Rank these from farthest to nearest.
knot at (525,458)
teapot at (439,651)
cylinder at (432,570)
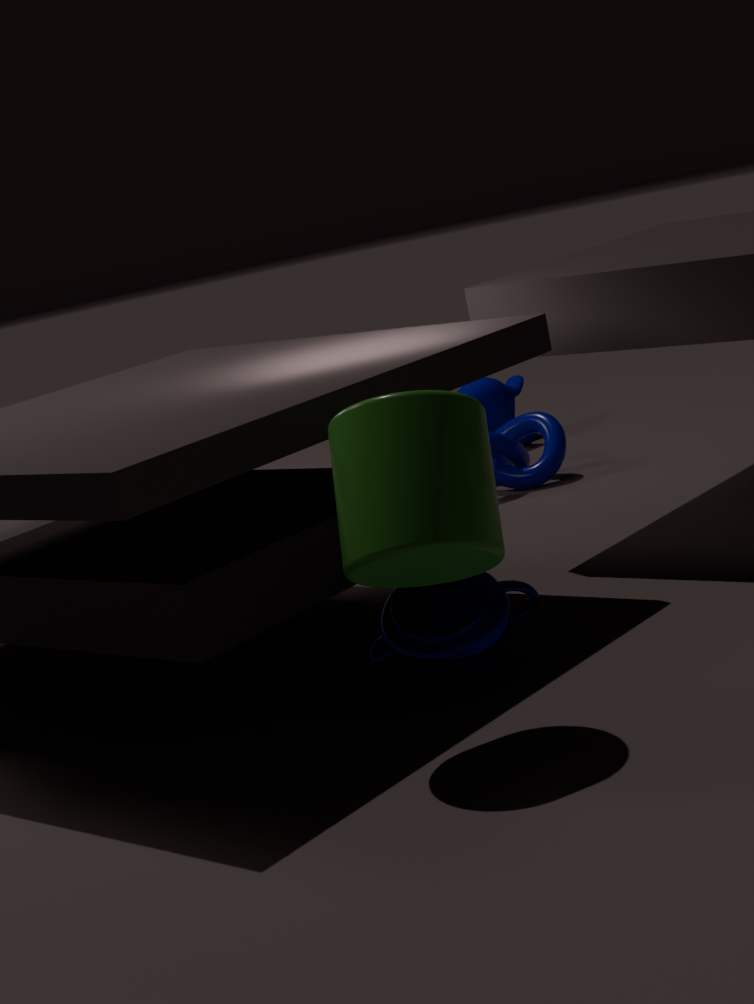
knot at (525,458), teapot at (439,651), cylinder at (432,570)
